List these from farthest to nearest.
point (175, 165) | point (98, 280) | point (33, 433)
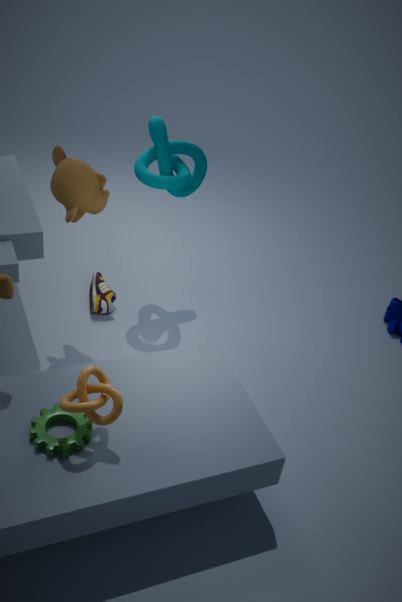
1. point (98, 280)
2. point (175, 165)
3. point (33, 433)
